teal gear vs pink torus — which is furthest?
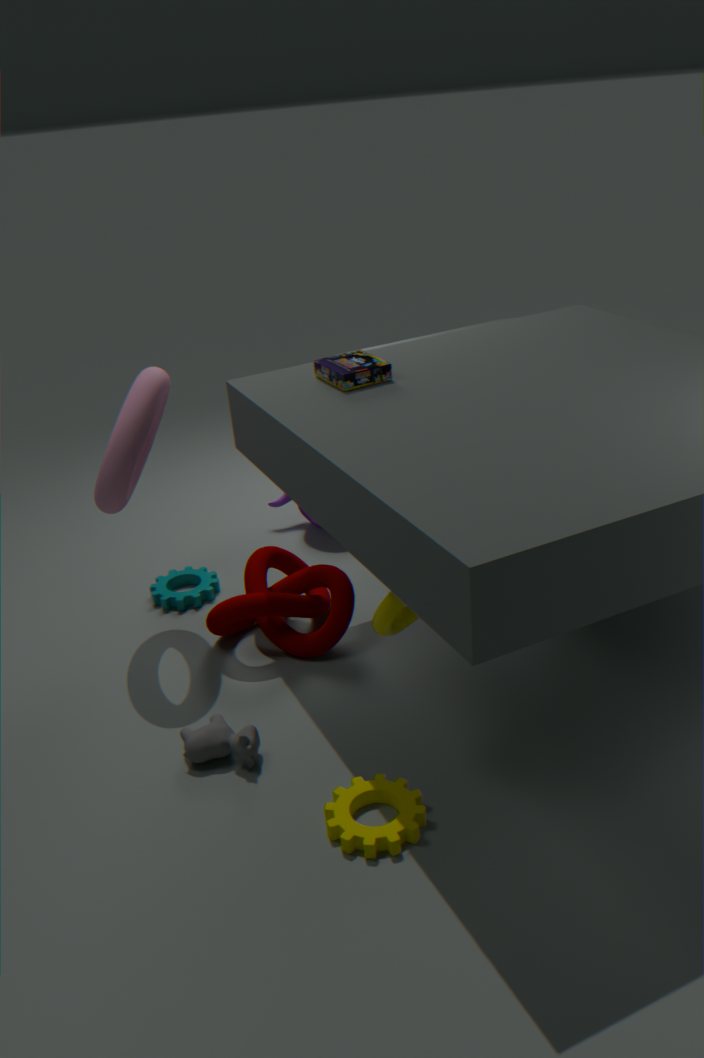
teal gear
